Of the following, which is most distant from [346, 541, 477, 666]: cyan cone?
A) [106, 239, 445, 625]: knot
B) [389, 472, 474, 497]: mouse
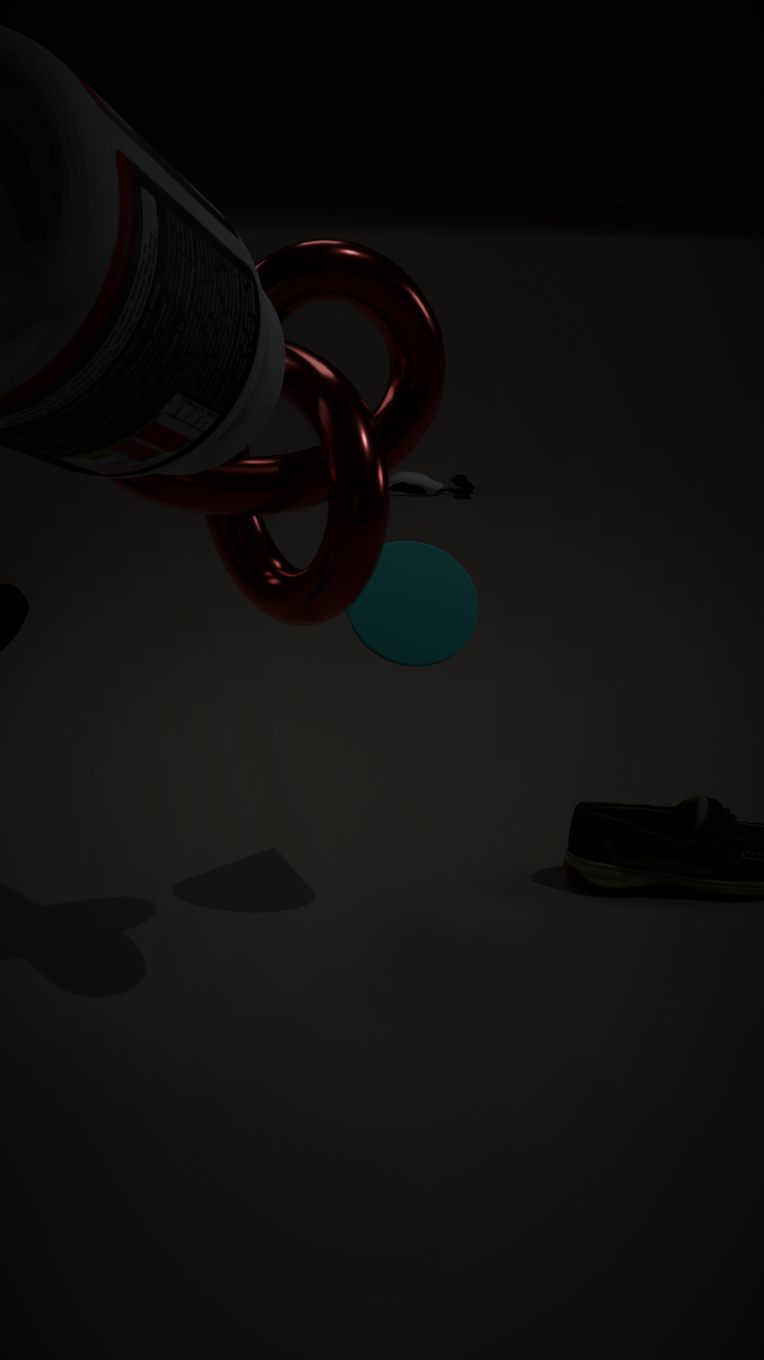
[389, 472, 474, 497]: mouse
